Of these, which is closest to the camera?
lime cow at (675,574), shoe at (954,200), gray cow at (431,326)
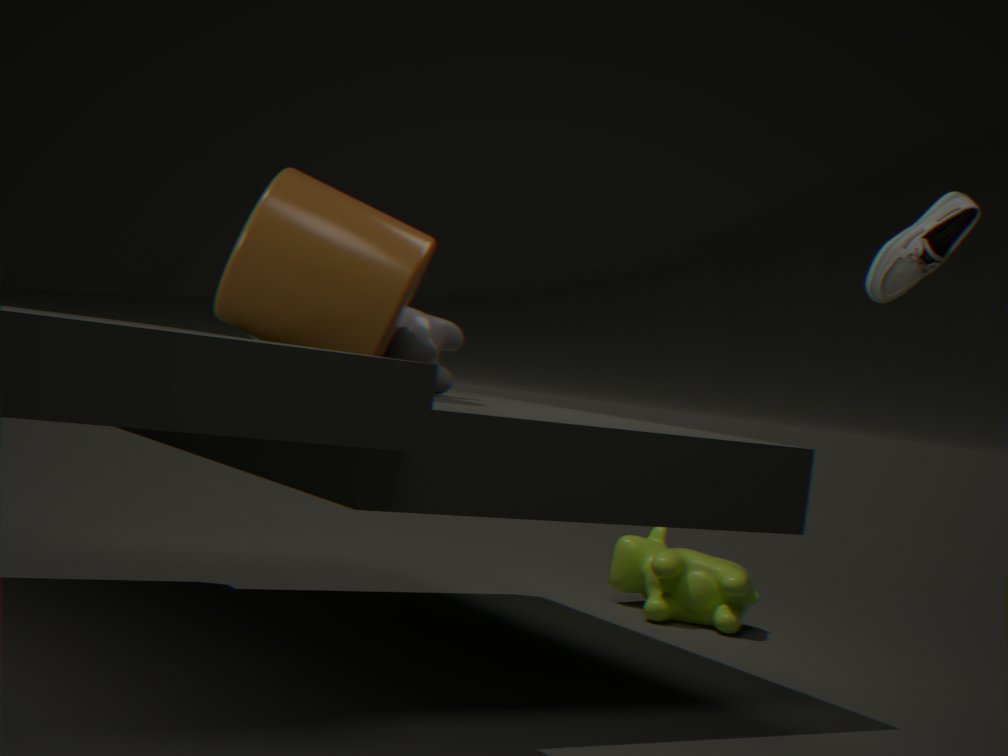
shoe at (954,200)
